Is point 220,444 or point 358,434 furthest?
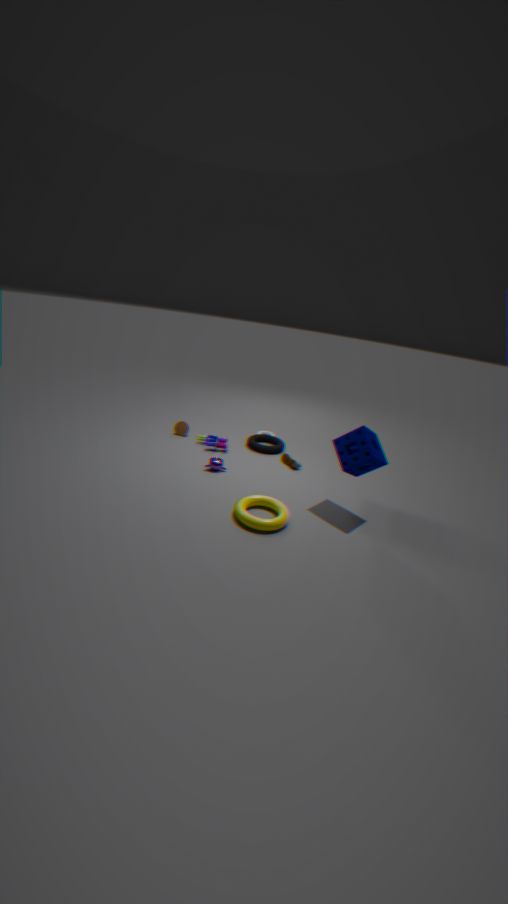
point 220,444
